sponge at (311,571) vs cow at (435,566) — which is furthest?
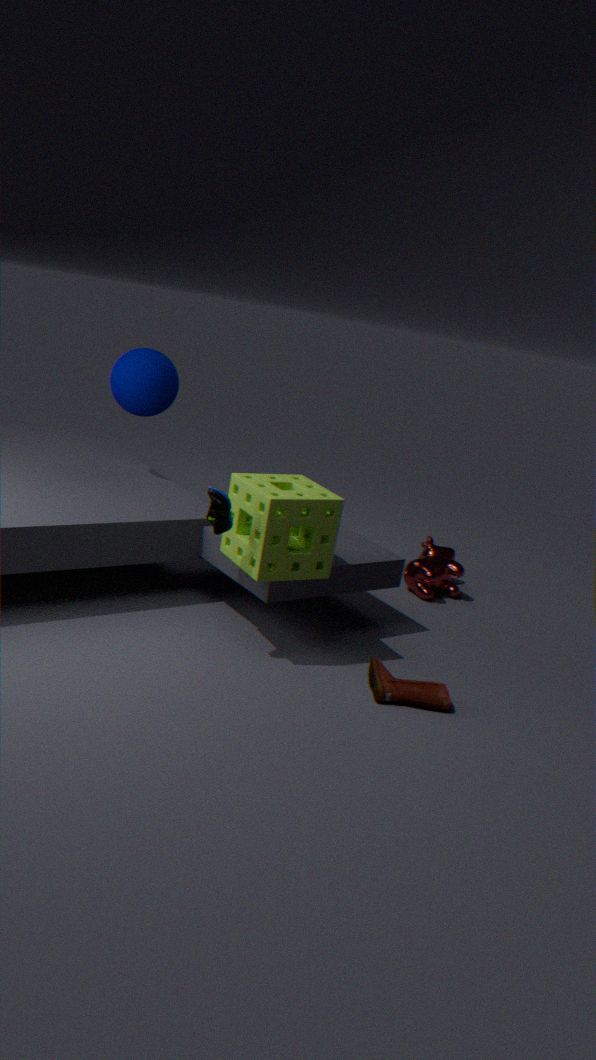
cow at (435,566)
